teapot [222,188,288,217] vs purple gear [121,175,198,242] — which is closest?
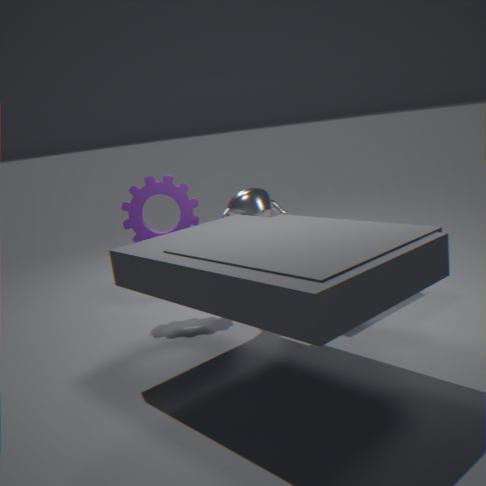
teapot [222,188,288,217]
